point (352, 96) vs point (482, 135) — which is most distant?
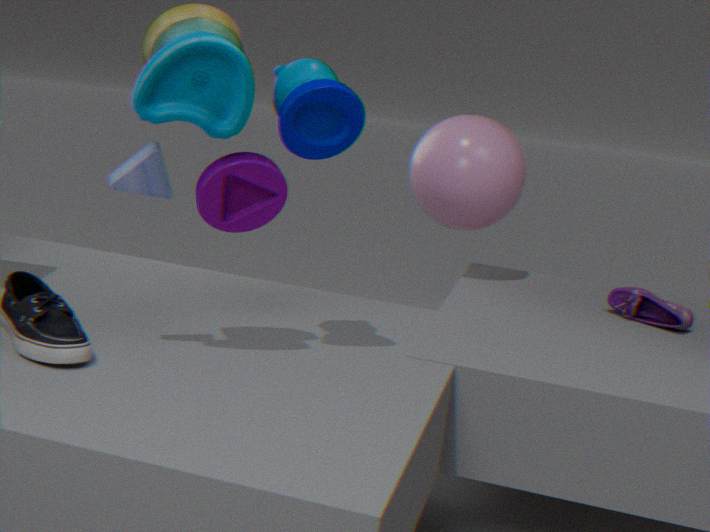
point (482, 135)
